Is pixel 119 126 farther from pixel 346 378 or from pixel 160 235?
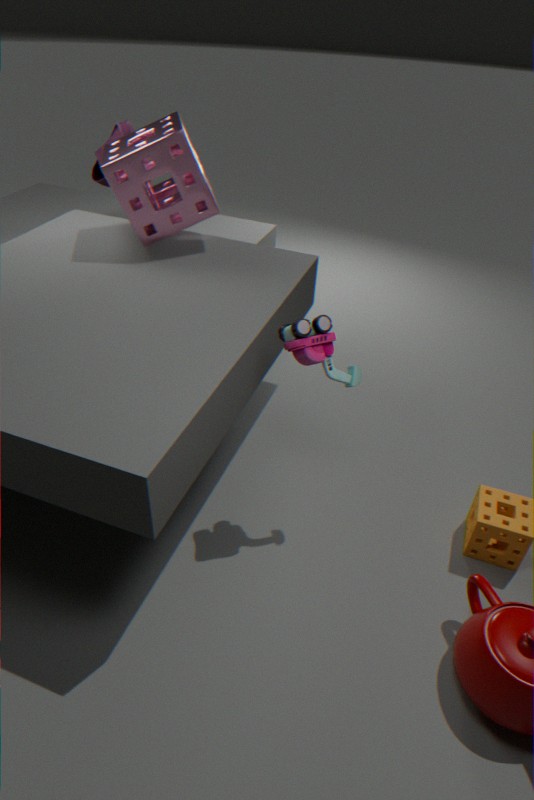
pixel 346 378
